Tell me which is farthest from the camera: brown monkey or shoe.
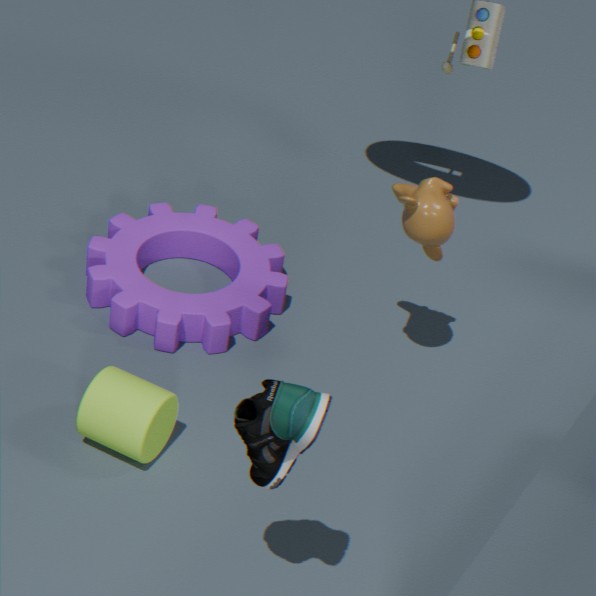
brown monkey
